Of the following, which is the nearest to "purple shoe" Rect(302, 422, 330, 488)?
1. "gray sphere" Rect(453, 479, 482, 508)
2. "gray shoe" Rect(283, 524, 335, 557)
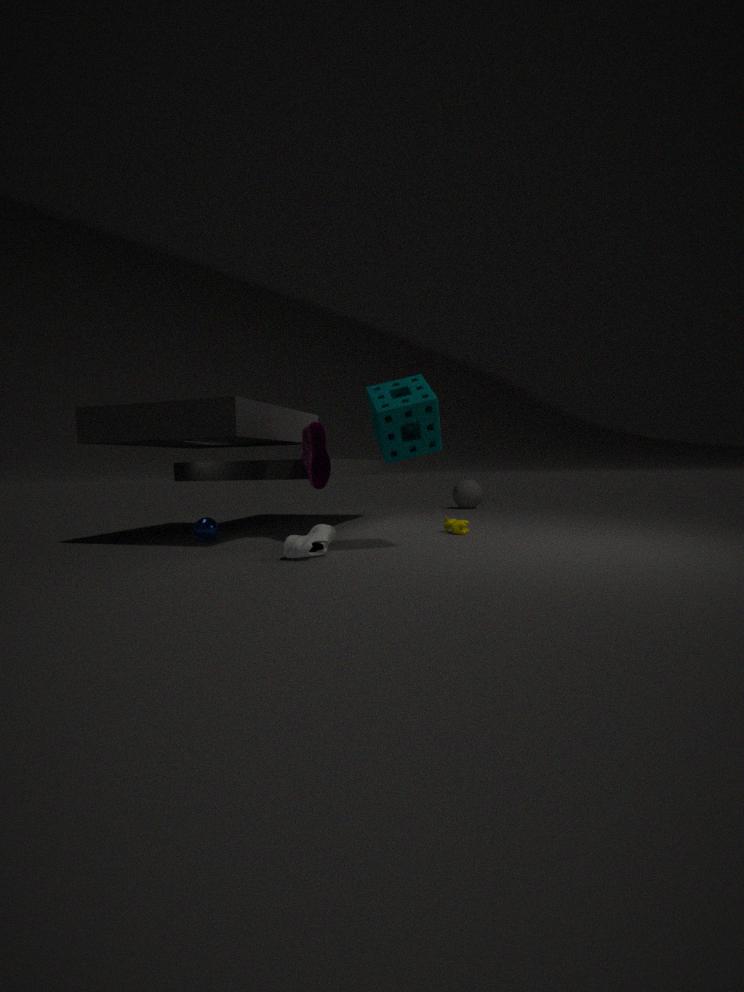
"gray shoe" Rect(283, 524, 335, 557)
